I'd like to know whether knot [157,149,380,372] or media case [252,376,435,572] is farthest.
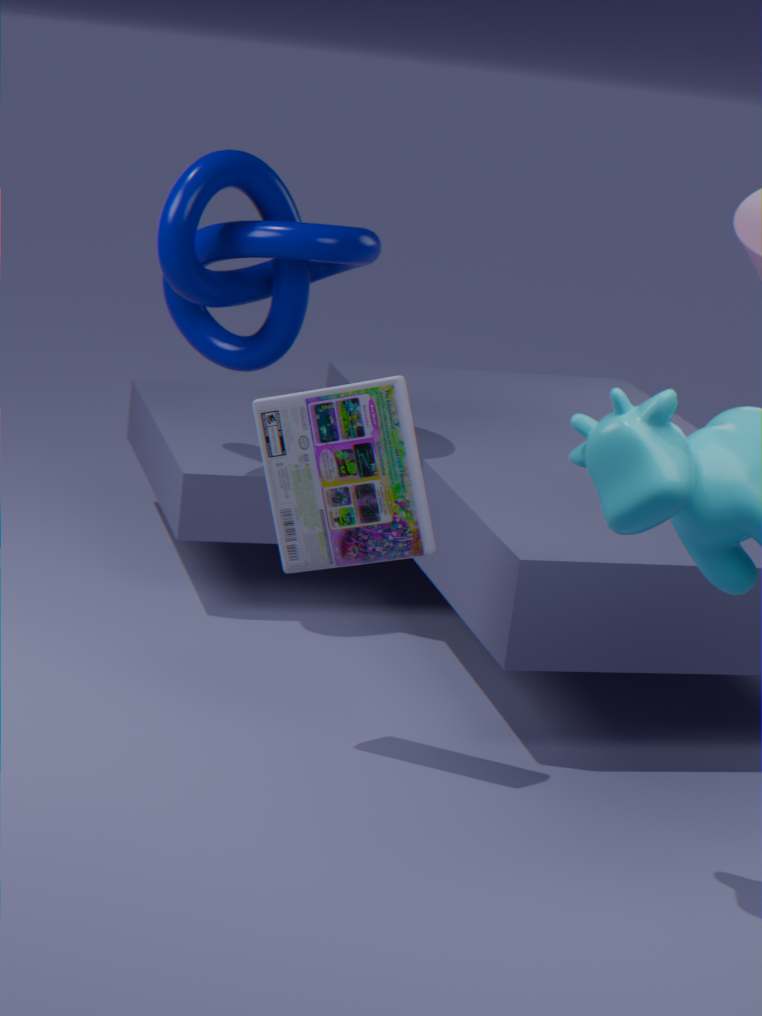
knot [157,149,380,372]
